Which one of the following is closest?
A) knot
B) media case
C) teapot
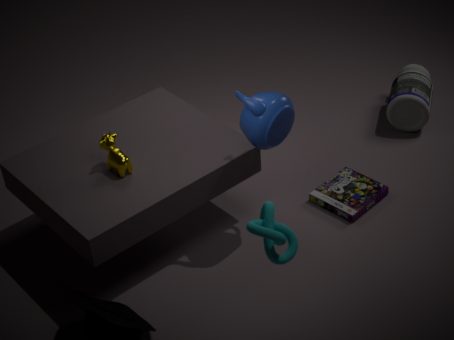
knot
